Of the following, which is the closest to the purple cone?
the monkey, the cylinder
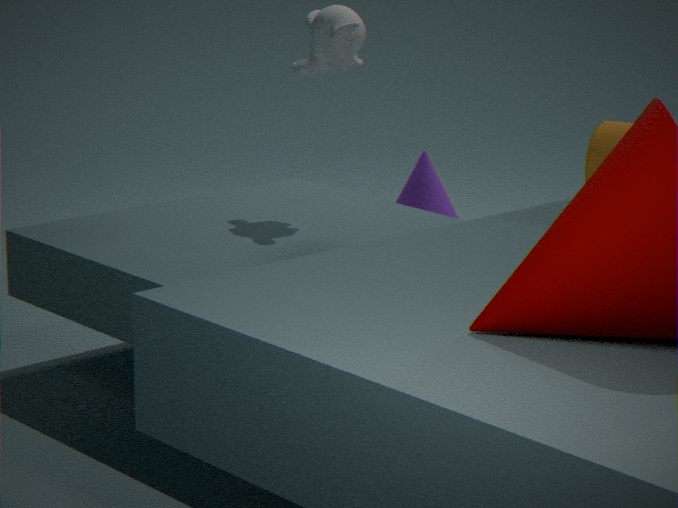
the monkey
